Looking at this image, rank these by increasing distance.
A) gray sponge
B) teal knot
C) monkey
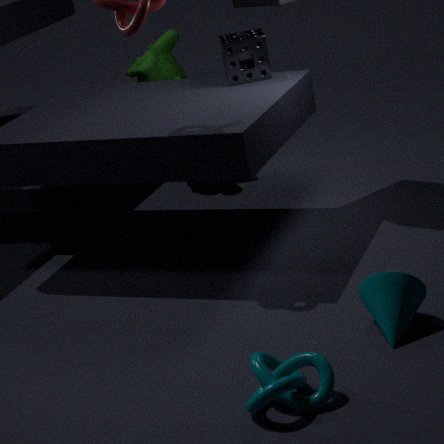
teal knot < gray sponge < monkey
